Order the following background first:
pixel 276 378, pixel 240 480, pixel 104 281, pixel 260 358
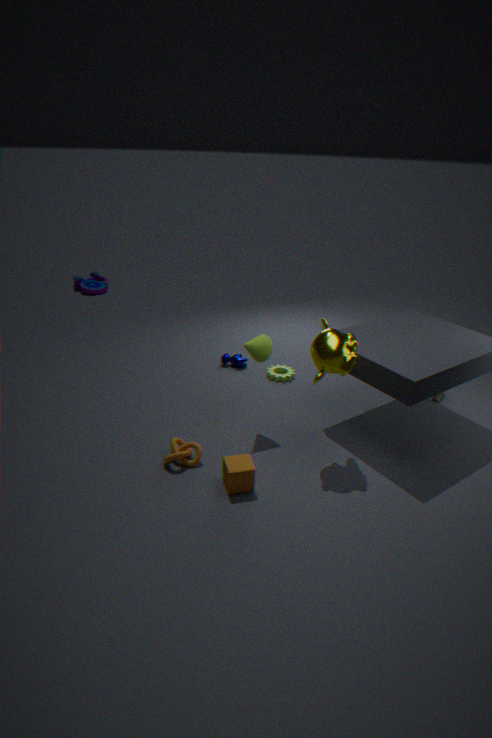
1. pixel 104 281
2. pixel 276 378
3. pixel 260 358
4. pixel 240 480
